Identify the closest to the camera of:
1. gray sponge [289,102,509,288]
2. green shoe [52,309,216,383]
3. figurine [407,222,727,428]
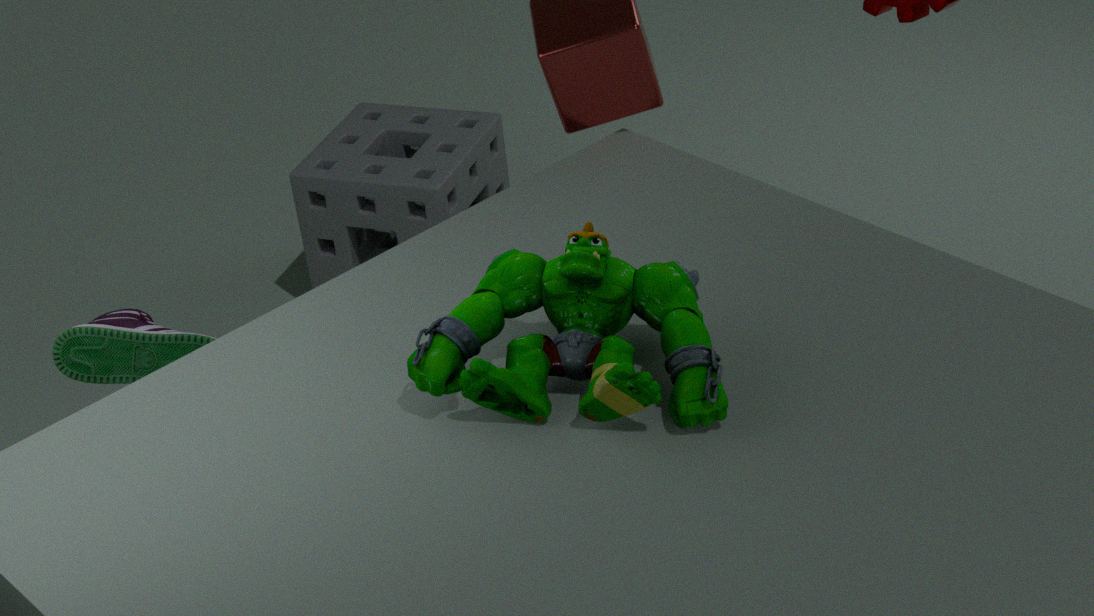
figurine [407,222,727,428]
